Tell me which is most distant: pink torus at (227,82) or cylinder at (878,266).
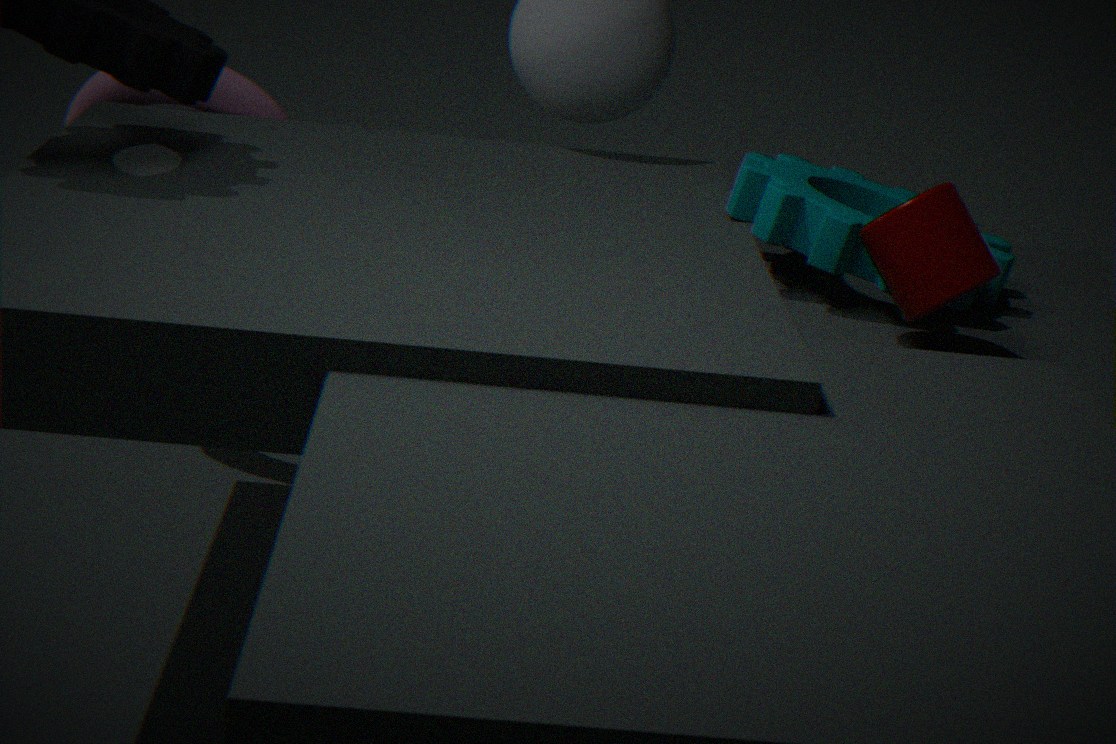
pink torus at (227,82)
